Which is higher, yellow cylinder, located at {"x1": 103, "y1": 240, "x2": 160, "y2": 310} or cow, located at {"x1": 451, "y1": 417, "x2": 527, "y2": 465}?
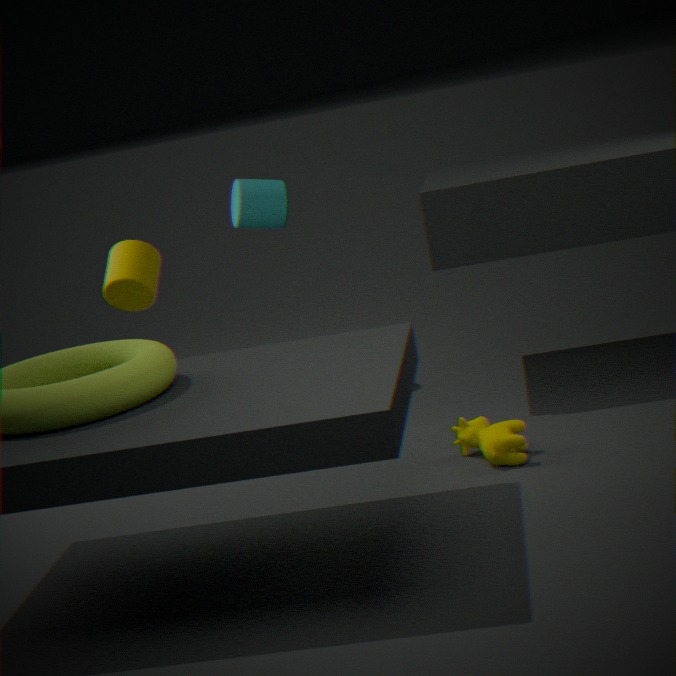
yellow cylinder, located at {"x1": 103, "y1": 240, "x2": 160, "y2": 310}
